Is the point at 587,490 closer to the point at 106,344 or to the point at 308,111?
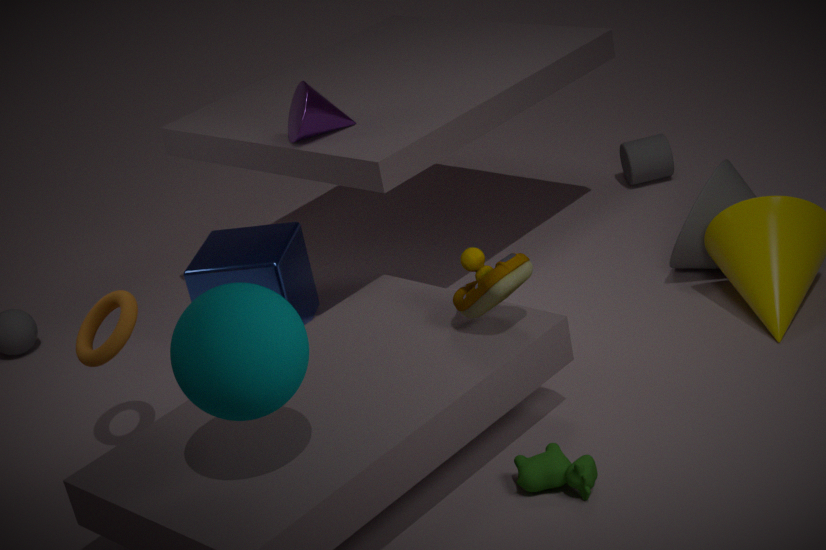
the point at 106,344
